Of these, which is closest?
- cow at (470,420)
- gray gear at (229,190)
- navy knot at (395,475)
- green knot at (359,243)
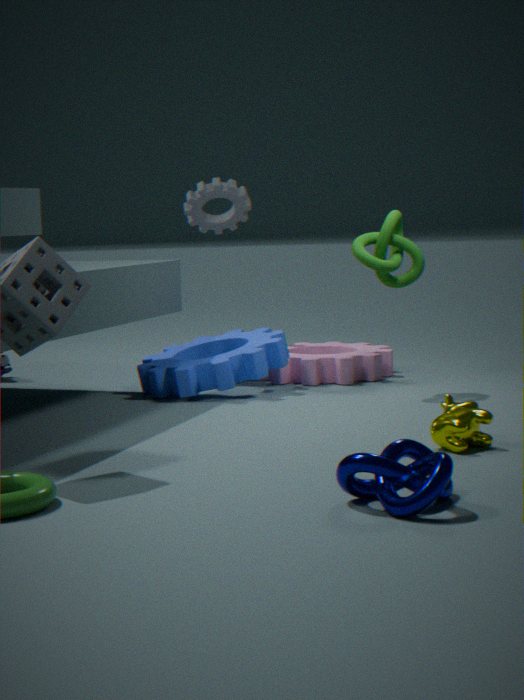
navy knot at (395,475)
